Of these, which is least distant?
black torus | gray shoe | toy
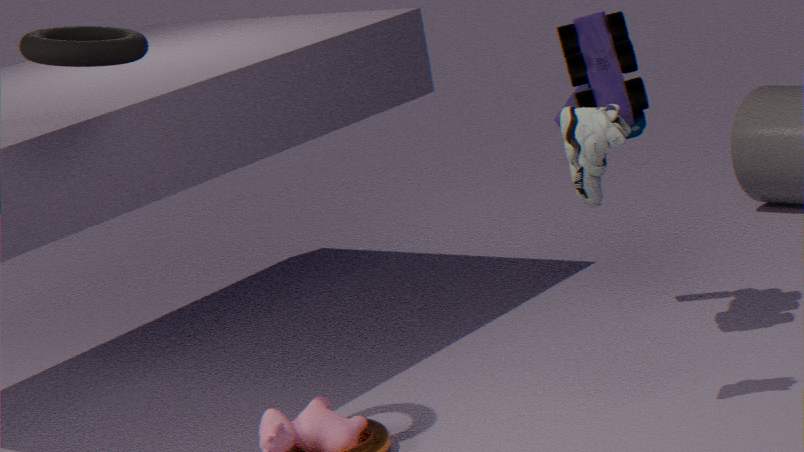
black torus
